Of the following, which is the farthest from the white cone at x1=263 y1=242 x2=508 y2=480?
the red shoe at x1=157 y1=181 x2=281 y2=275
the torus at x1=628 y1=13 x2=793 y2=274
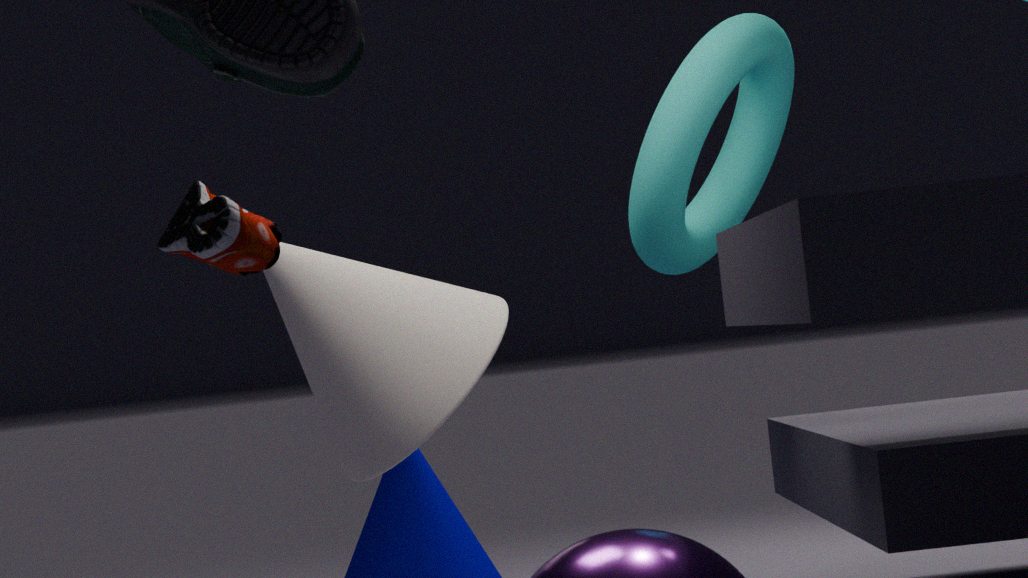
the red shoe at x1=157 y1=181 x2=281 y2=275
